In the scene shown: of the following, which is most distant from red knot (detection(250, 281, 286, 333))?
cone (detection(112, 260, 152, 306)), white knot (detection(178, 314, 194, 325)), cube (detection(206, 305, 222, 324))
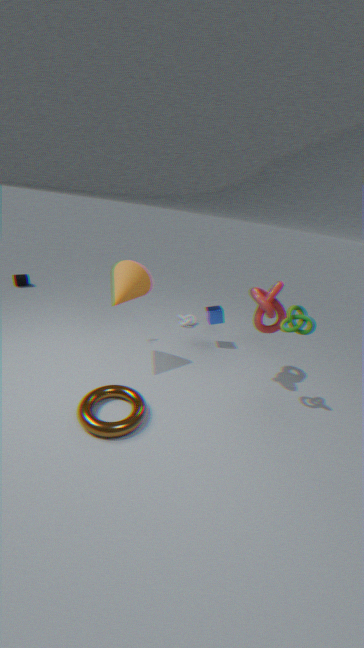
white knot (detection(178, 314, 194, 325))
